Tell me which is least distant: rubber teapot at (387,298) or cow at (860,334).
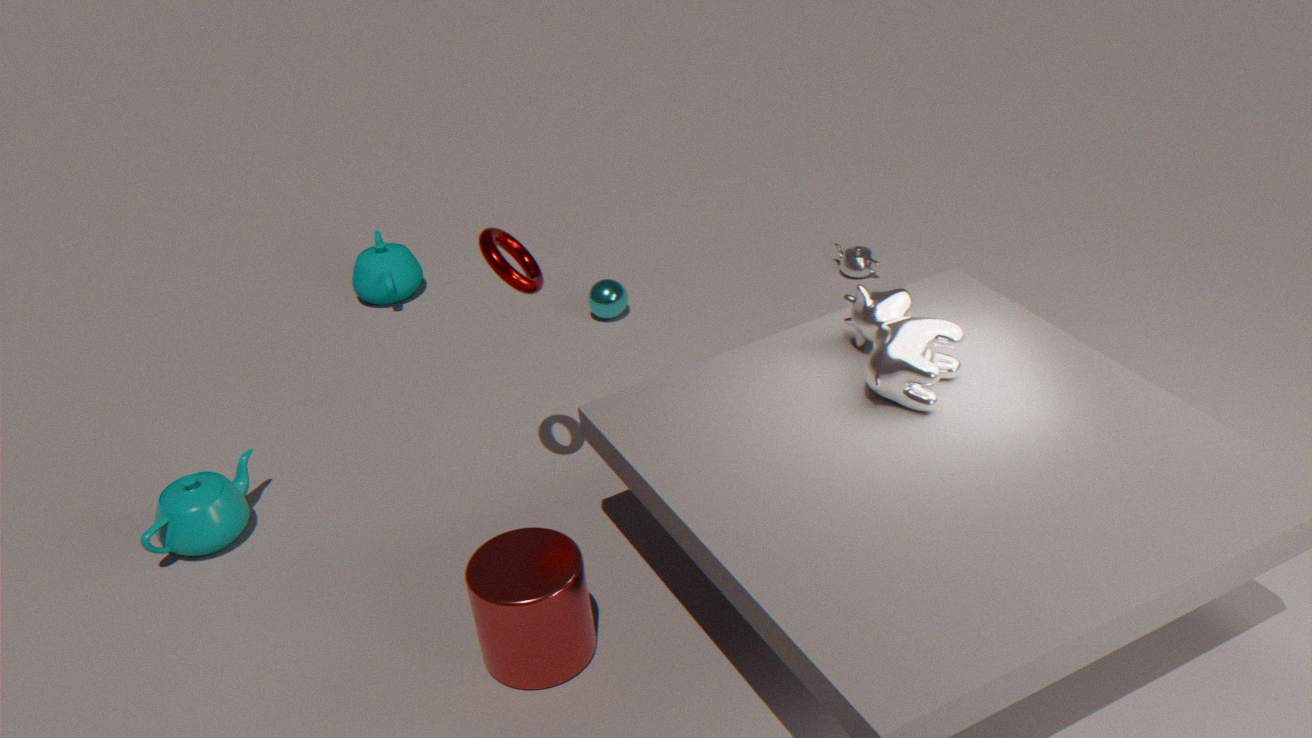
cow at (860,334)
